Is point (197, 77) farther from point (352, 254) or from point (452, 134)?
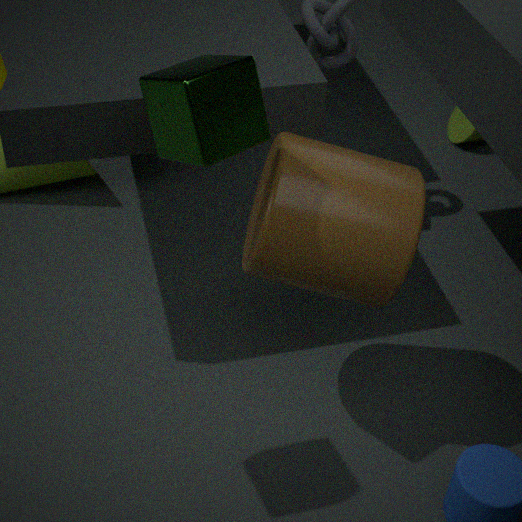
point (452, 134)
